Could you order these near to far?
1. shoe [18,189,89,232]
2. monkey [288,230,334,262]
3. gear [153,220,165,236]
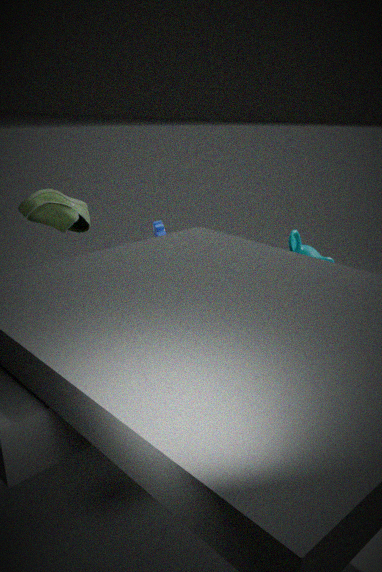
shoe [18,189,89,232] → monkey [288,230,334,262] → gear [153,220,165,236]
